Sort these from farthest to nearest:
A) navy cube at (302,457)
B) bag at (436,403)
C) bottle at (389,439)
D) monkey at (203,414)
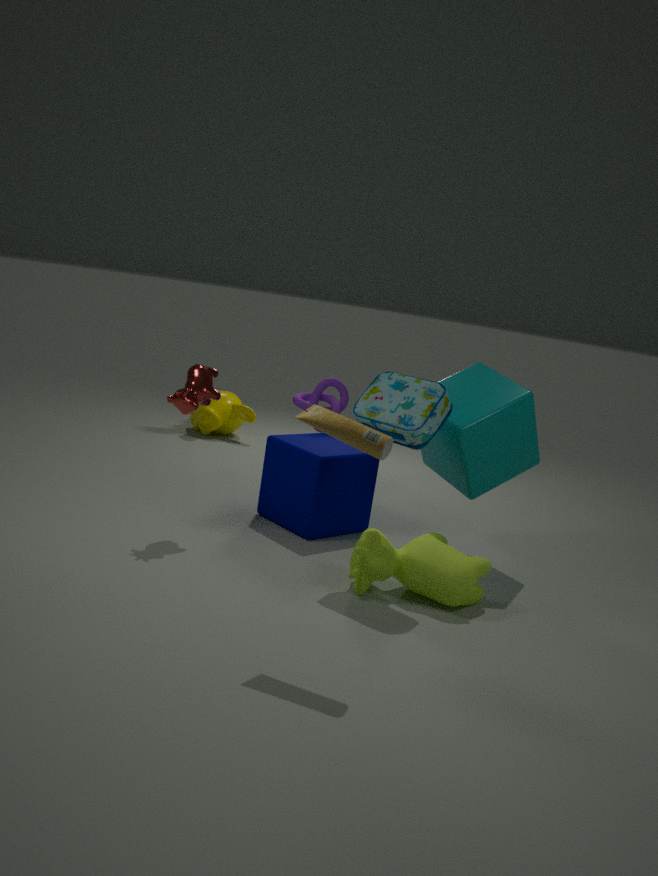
monkey at (203,414) → navy cube at (302,457) → bag at (436,403) → bottle at (389,439)
